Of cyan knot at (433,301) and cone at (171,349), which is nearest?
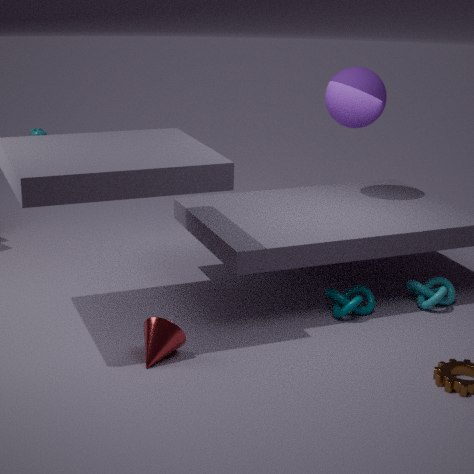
cone at (171,349)
